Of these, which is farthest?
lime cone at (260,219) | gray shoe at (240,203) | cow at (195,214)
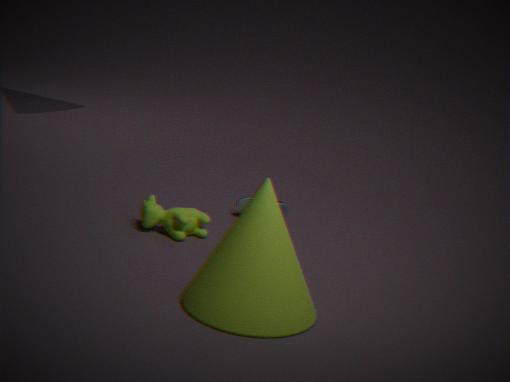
gray shoe at (240,203)
